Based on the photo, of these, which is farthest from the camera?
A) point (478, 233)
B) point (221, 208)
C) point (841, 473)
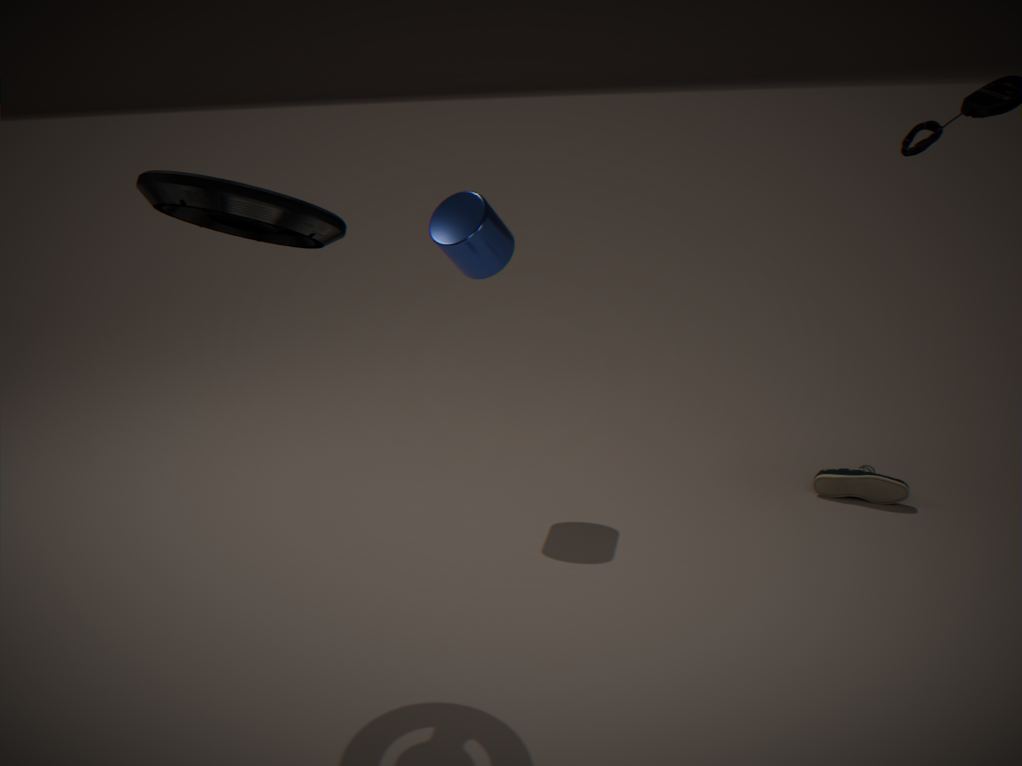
point (841, 473)
